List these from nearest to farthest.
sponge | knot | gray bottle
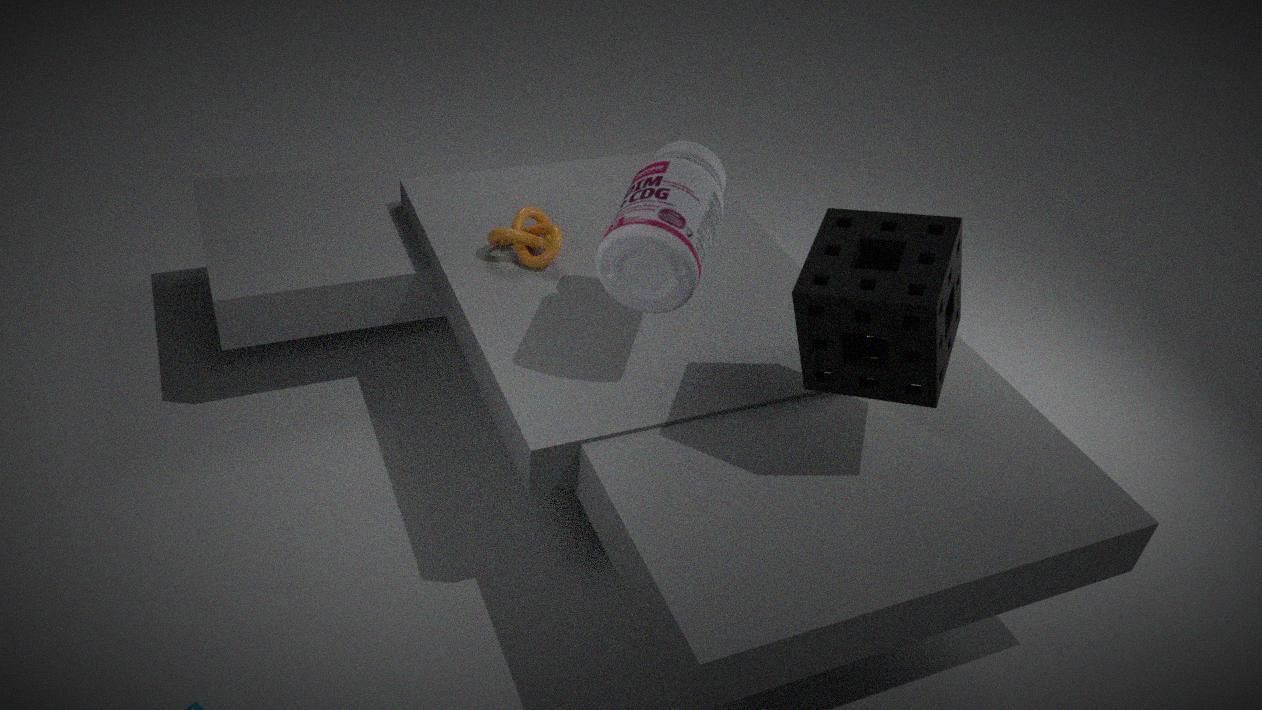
sponge
gray bottle
knot
